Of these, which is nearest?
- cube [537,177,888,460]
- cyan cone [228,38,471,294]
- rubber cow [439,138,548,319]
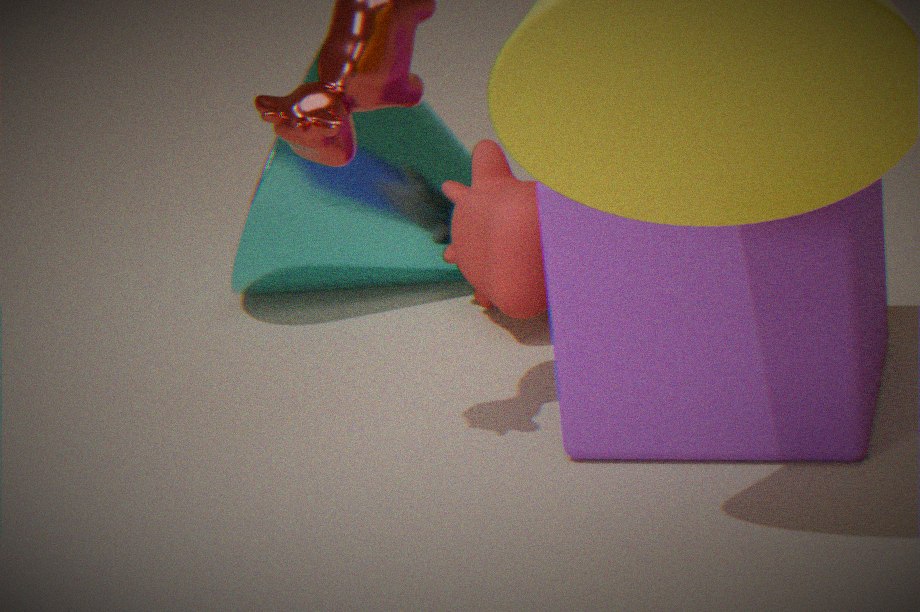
cube [537,177,888,460]
